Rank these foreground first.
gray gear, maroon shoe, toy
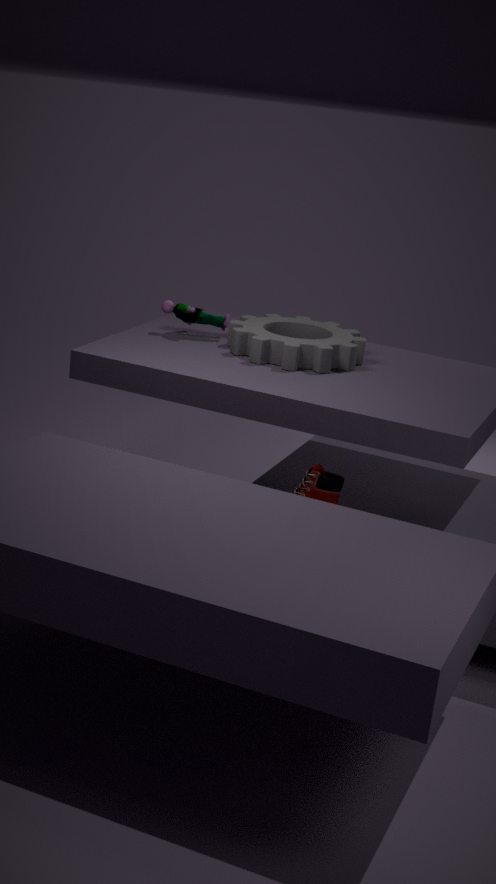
maroon shoe < gray gear < toy
